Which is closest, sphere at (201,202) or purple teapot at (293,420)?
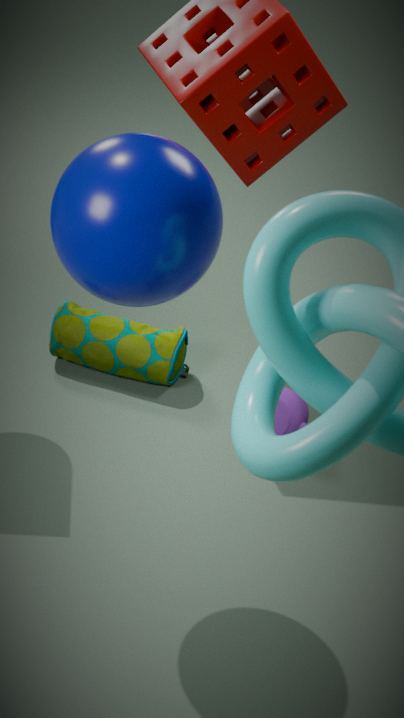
sphere at (201,202)
